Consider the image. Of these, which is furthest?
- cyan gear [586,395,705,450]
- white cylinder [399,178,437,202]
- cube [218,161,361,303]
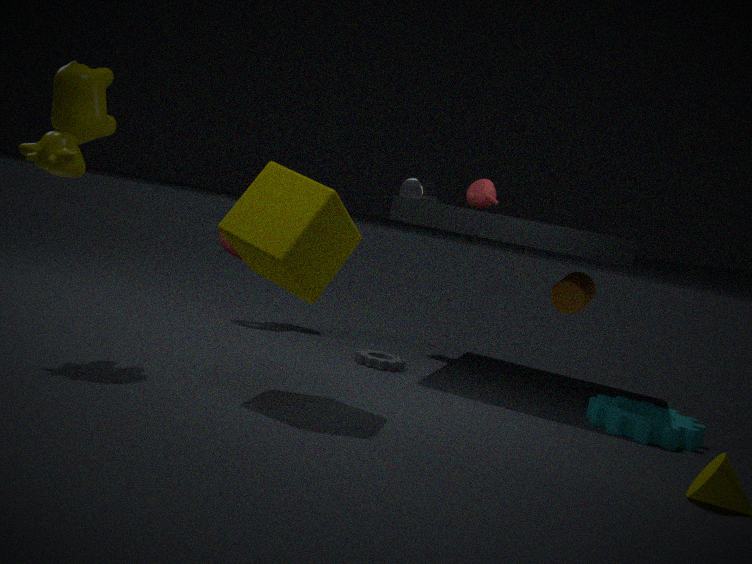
white cylinder [399,178,437,202]
